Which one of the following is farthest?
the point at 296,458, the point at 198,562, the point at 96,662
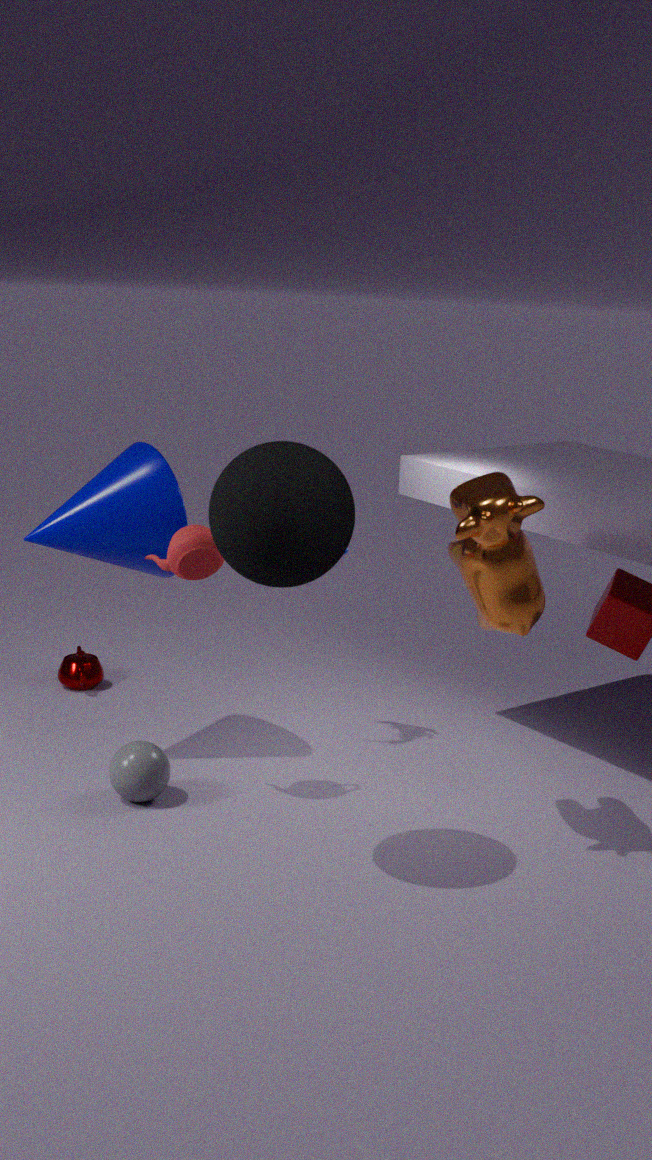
the point at 96,662
